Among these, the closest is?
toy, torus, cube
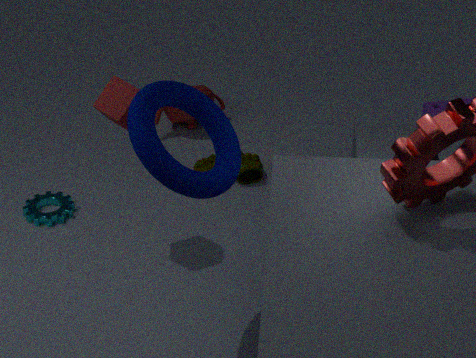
torus
